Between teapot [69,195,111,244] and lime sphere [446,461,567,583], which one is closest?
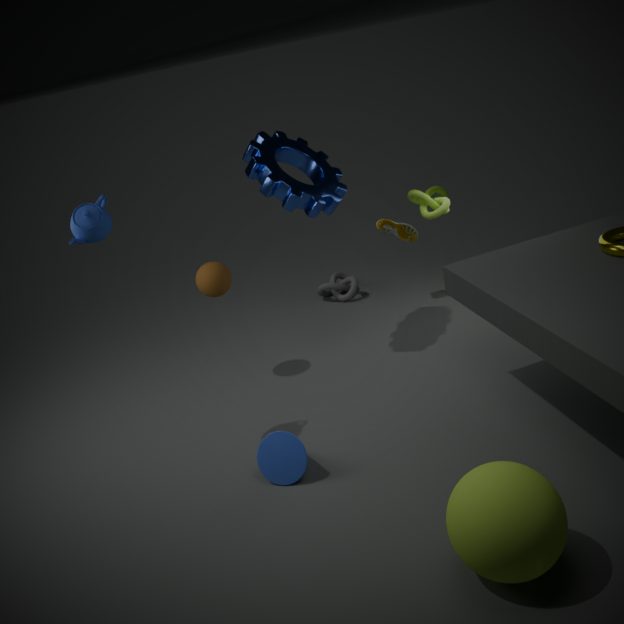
lime sphere [446,461,567,583]
